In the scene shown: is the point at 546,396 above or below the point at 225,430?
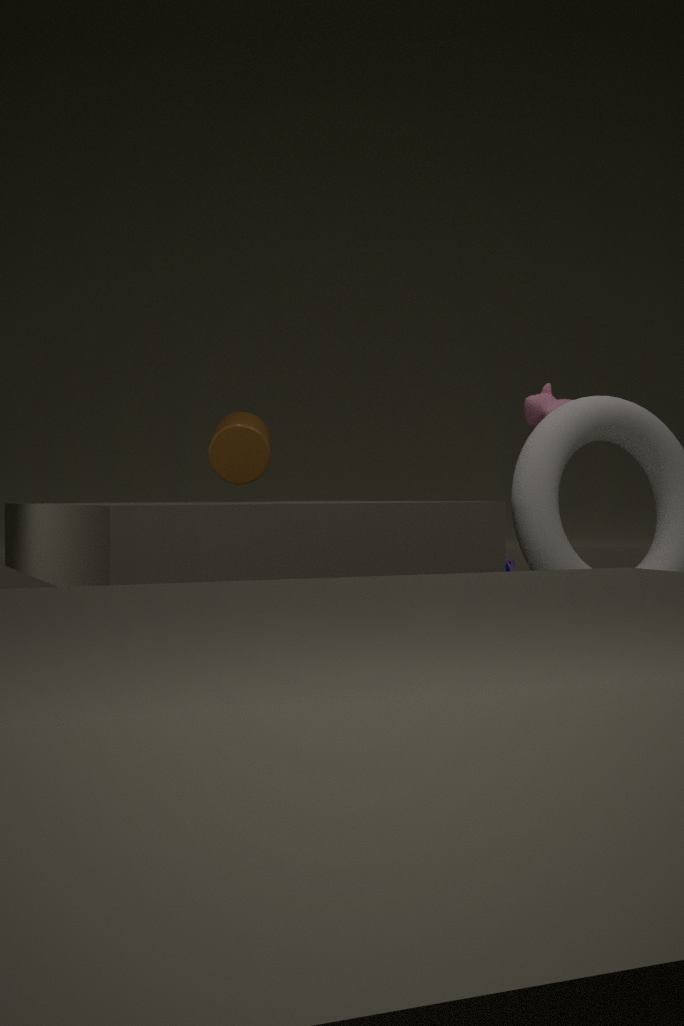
above
